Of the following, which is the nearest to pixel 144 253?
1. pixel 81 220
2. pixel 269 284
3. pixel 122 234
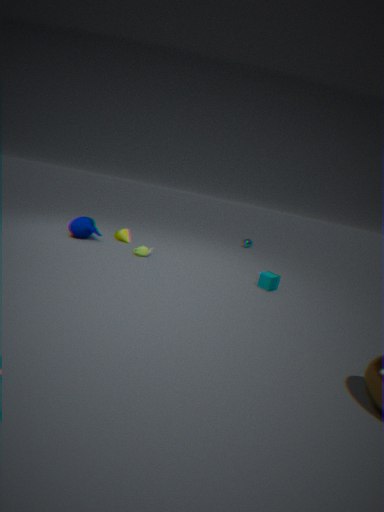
pixel 122 234
